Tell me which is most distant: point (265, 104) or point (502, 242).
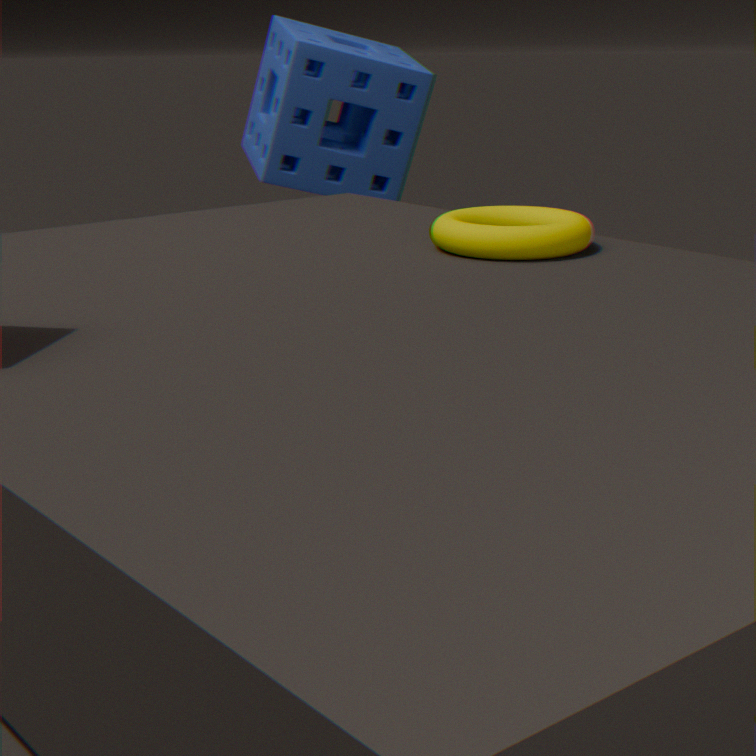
point (265, 104)
